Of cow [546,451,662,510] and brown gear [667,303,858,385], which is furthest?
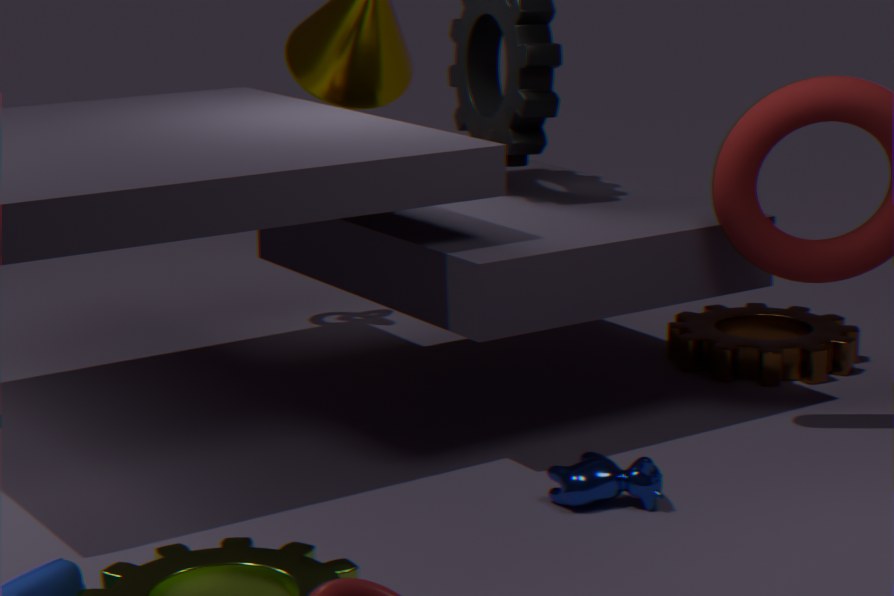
brown gear [667,303,858,385]
